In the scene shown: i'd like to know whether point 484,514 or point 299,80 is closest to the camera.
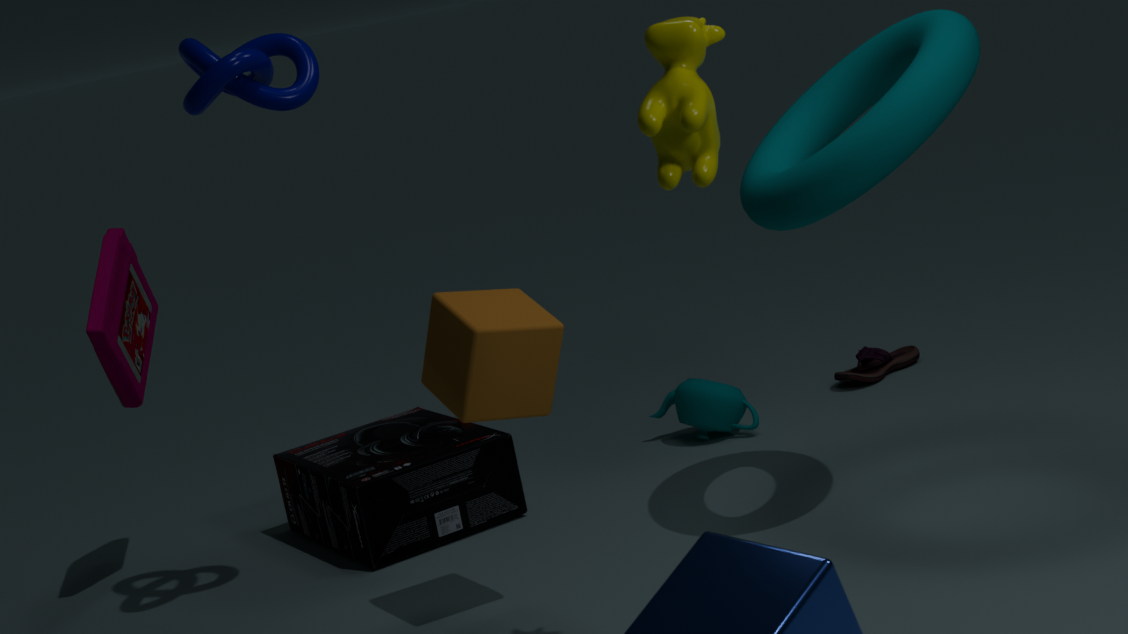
point 299,80
